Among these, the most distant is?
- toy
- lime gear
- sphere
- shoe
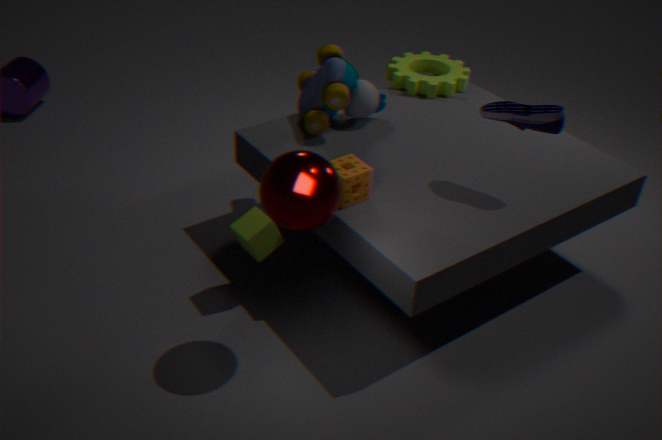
lime gear
